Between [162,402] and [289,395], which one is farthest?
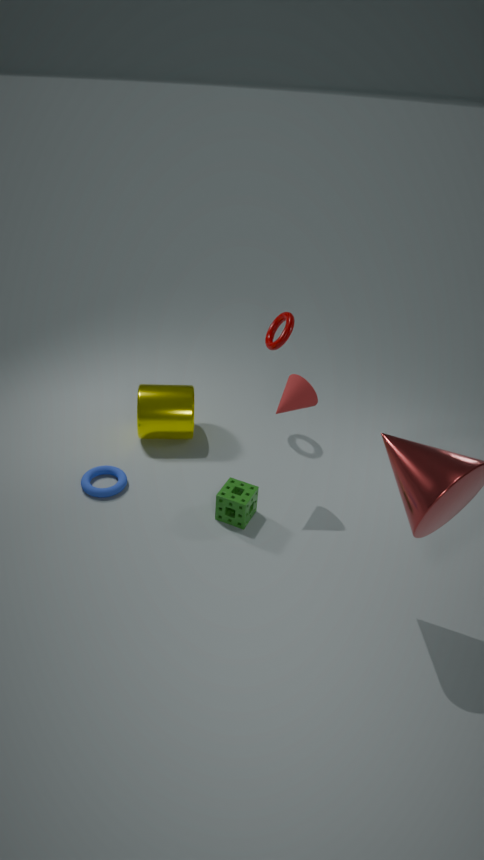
[162,402]
